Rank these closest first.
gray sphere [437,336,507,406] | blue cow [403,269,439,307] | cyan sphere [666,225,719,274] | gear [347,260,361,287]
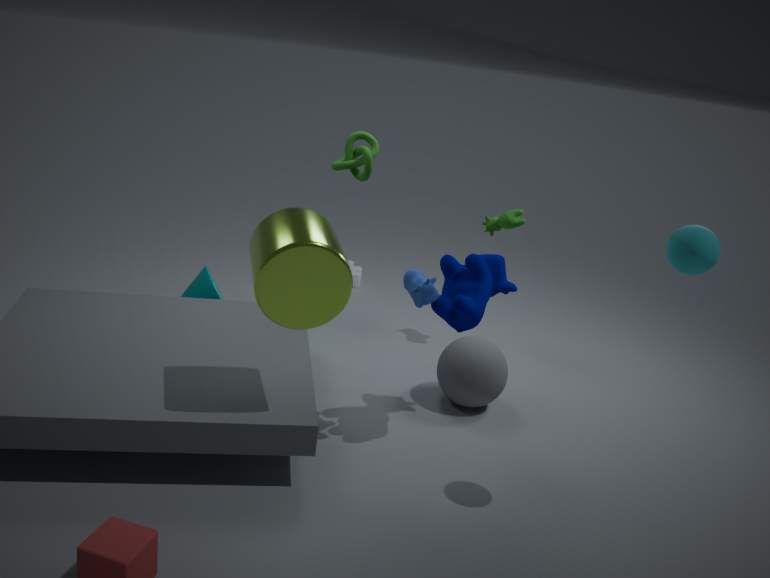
1. cyan sphere [666,225,719,274]
2. blue cow [403,269,439,307]
3. gray sphere [437,336,507,406]
4. gear [347,260,361,287]
